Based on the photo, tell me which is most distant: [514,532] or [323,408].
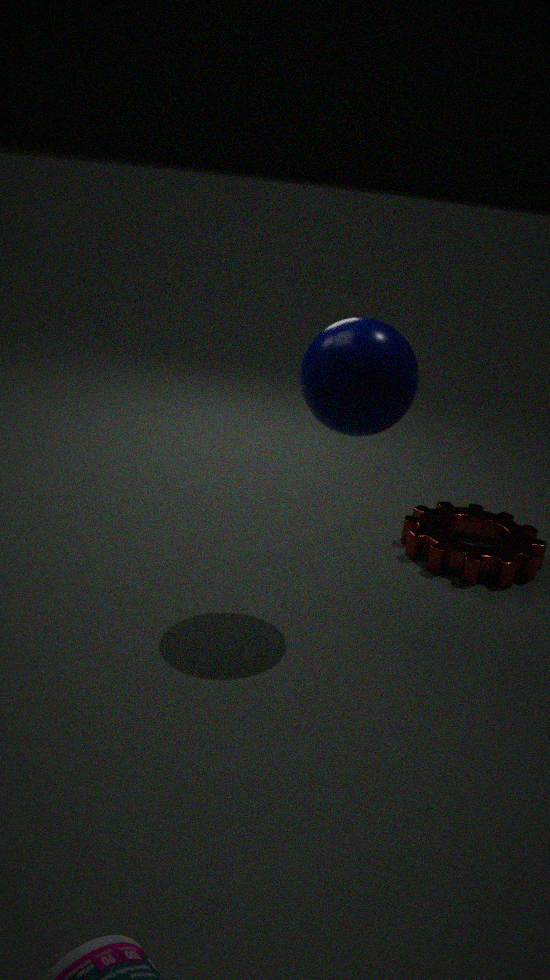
[514,532]
